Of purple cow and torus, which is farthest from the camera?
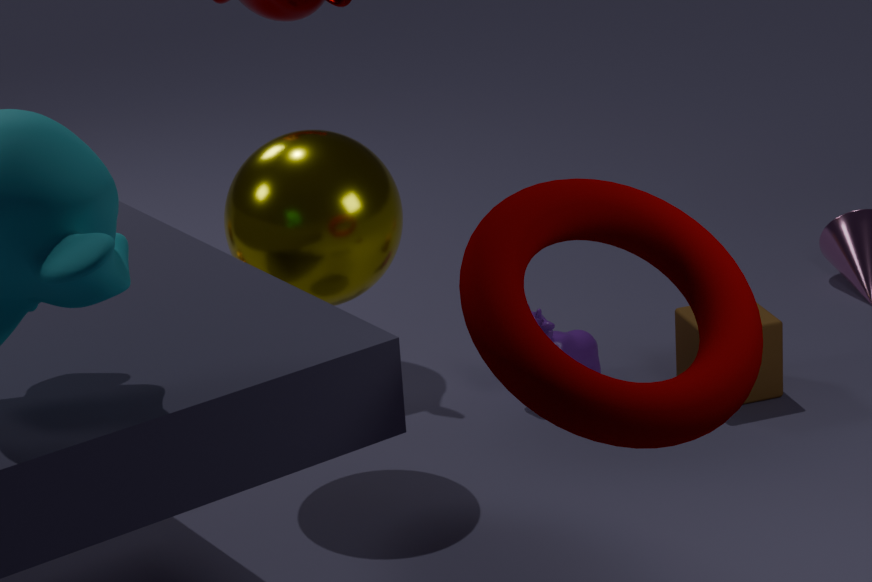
purple cow
